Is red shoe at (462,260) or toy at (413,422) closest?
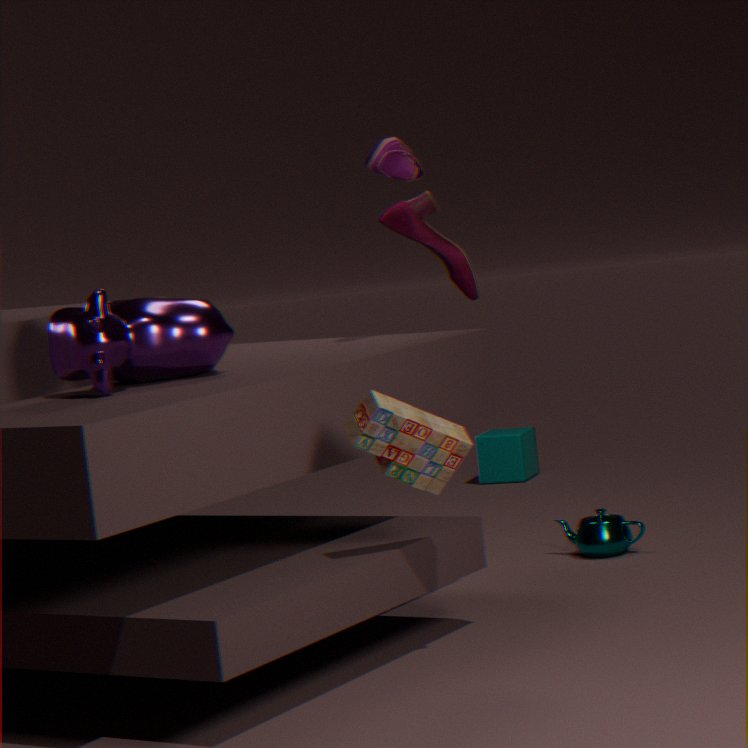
toy at (413,422)
